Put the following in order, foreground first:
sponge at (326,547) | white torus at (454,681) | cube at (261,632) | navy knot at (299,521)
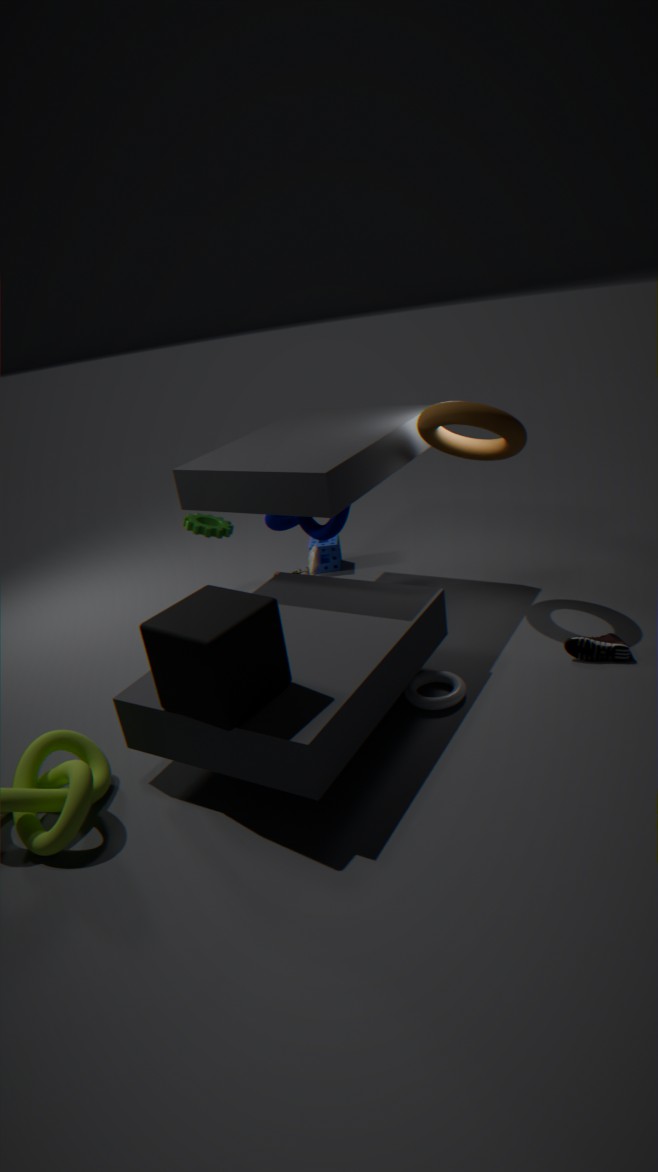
cube at (261,632), white torus at (454,681), navy knot at (299,521), sponge at (326,547)
